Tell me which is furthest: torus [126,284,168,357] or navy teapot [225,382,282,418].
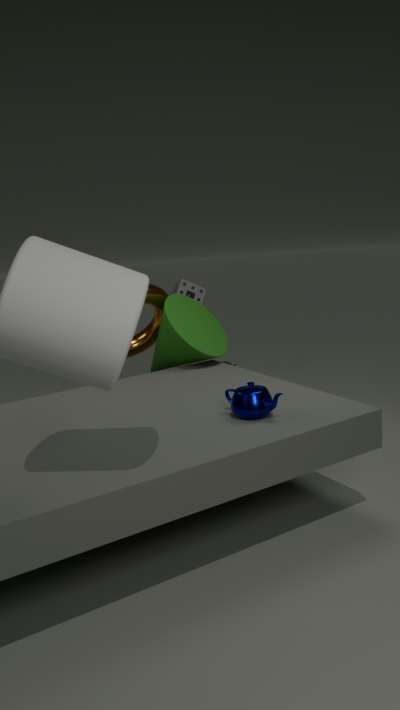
torus [126,284,168,357]
